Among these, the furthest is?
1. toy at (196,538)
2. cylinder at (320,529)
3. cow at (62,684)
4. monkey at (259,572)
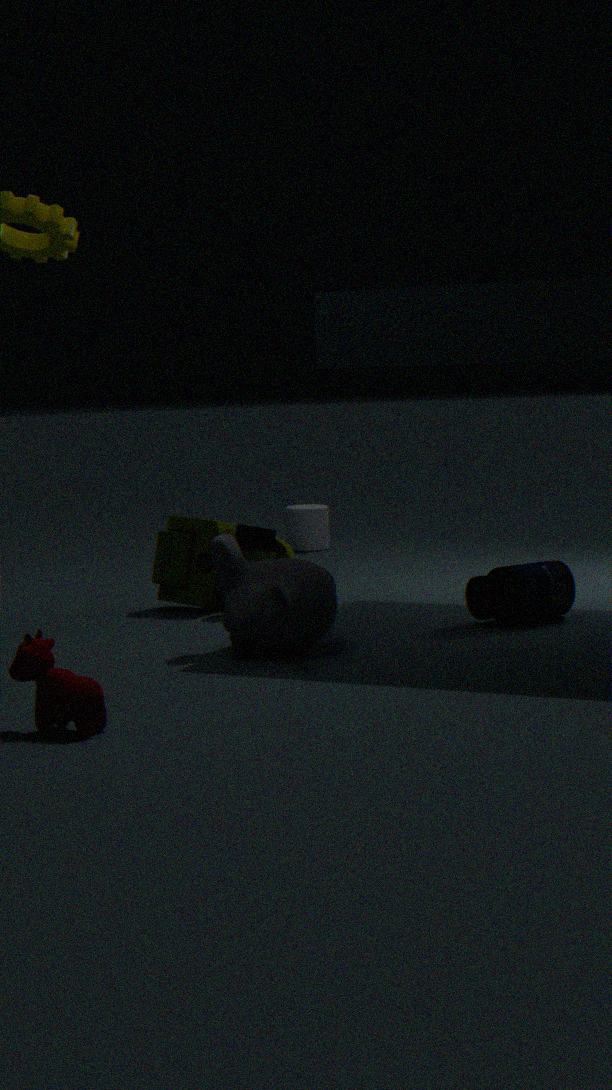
cylinder at (320,529)
